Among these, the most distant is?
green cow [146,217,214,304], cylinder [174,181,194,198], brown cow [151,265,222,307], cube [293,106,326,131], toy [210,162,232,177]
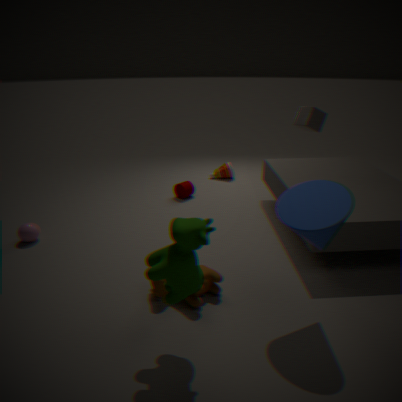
toy [210,162,232,177]
